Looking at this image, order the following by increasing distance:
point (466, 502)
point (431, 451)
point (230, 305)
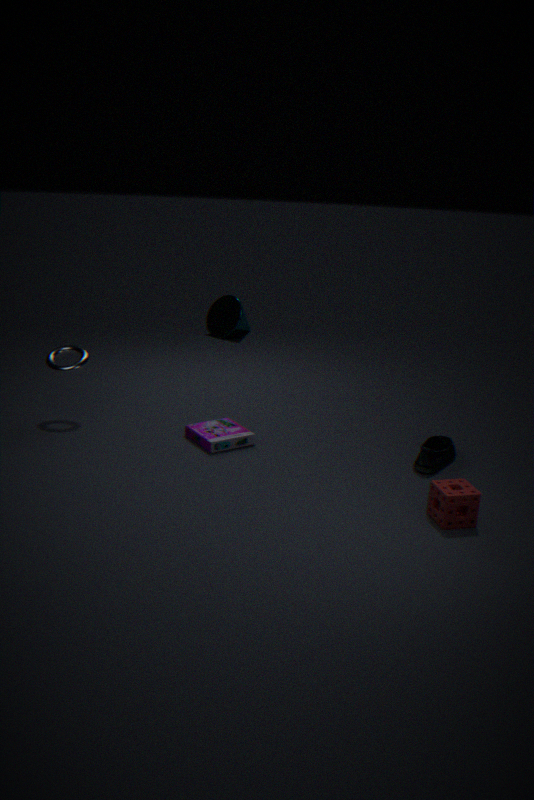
point (466, 502), point (431, 451), point (230, 305)
